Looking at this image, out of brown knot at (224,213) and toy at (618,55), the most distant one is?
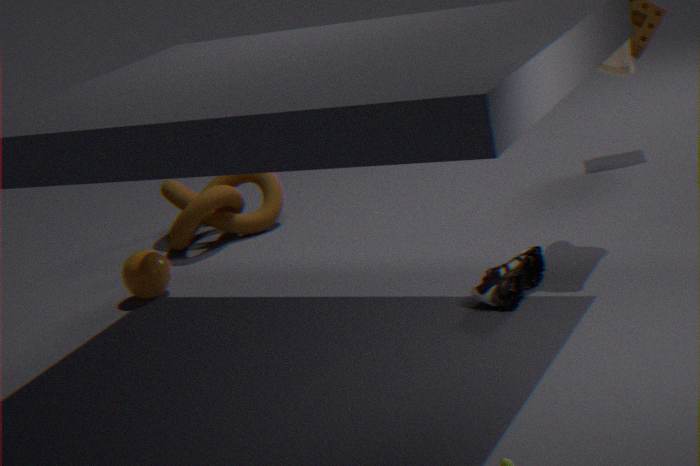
brown knot at (224,213)
